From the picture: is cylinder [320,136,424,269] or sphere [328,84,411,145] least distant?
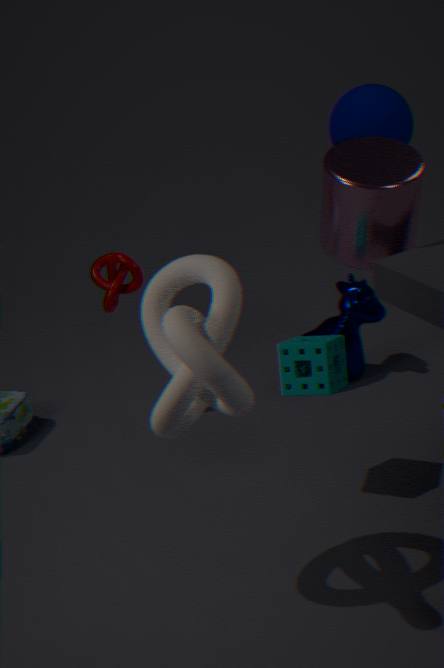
cylinder [320,136,424,269]
